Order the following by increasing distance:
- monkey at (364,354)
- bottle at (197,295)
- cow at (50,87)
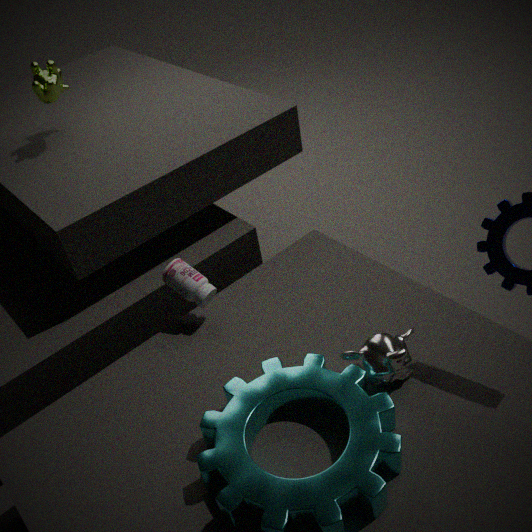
1. monkey at (364,354)
2. bottle at (197,295)
3. cow at (50,87)
